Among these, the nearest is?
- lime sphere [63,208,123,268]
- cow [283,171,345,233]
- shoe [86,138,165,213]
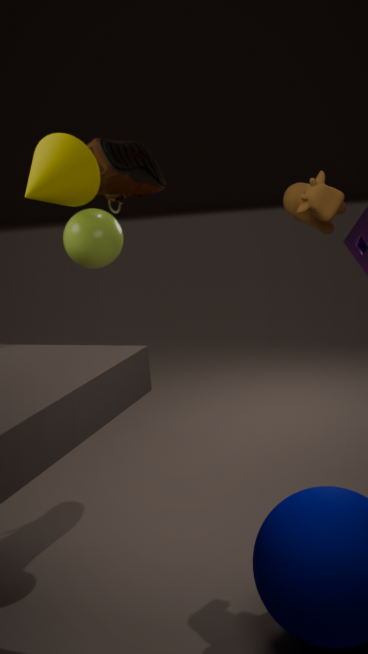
cow [283,171,345,233]
